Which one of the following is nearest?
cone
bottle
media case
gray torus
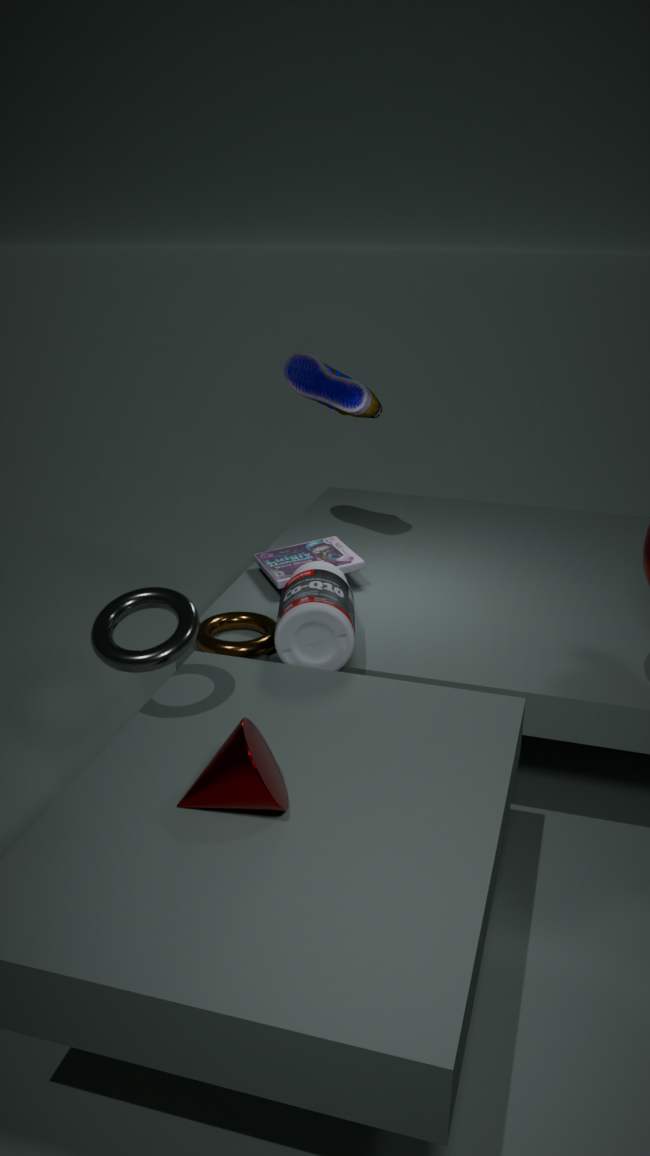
cone
